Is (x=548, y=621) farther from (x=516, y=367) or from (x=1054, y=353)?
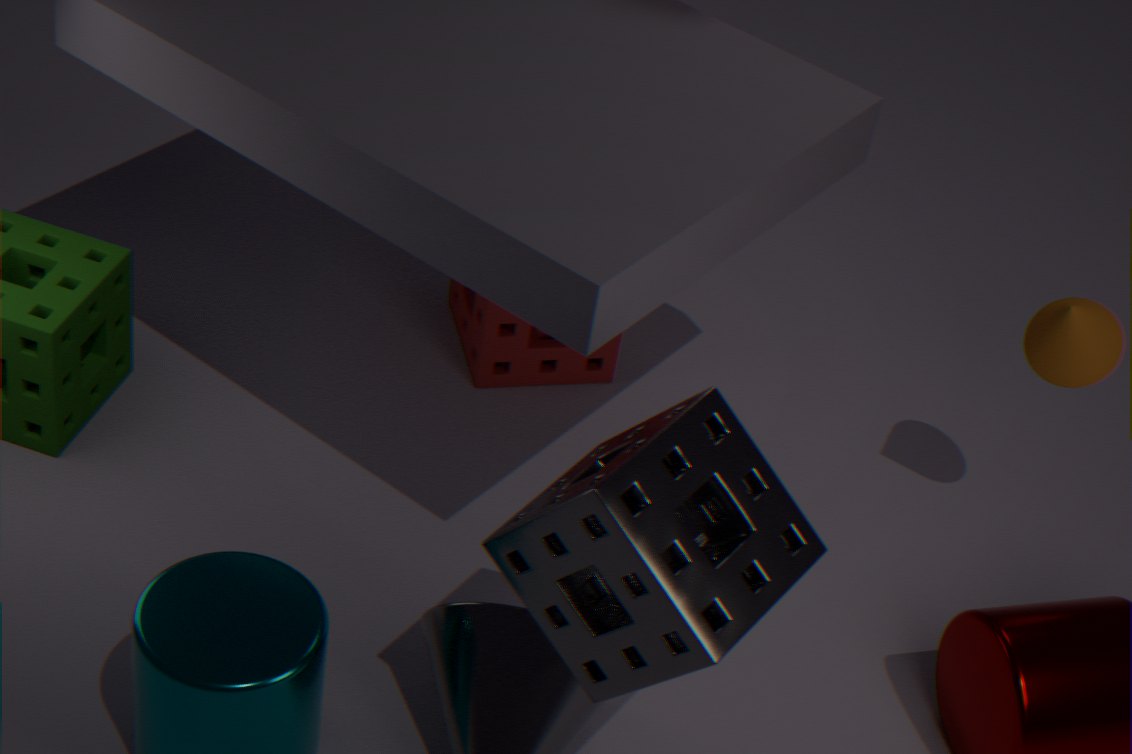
(x=516, y=367)
